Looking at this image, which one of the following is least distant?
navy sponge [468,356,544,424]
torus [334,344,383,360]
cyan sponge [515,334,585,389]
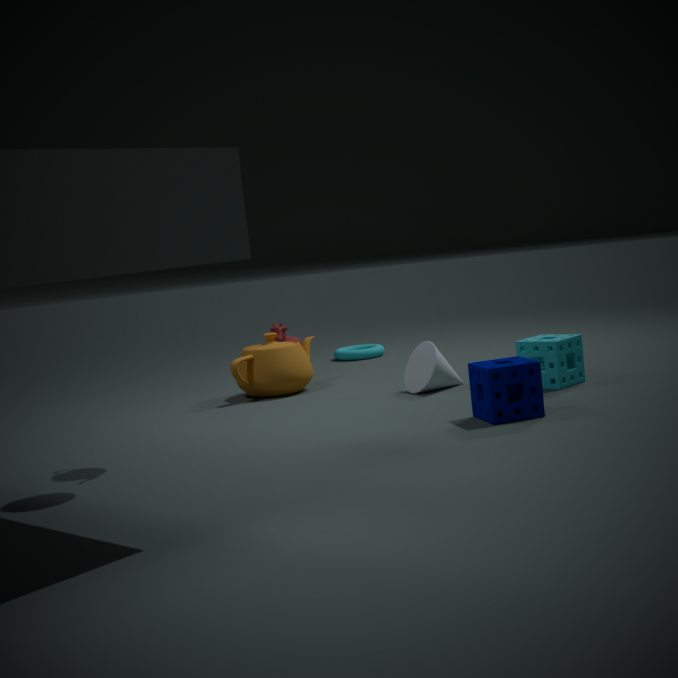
navy sponge [468,356,544,424]
